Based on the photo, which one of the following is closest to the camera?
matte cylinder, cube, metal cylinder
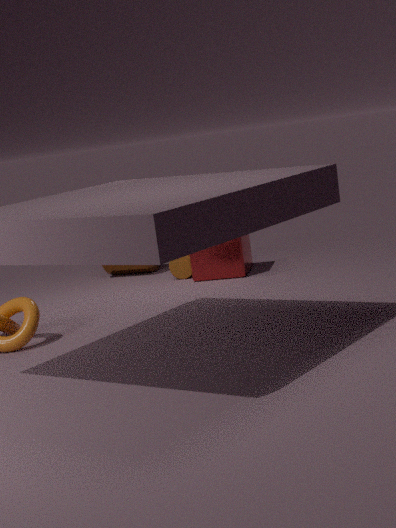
cube
